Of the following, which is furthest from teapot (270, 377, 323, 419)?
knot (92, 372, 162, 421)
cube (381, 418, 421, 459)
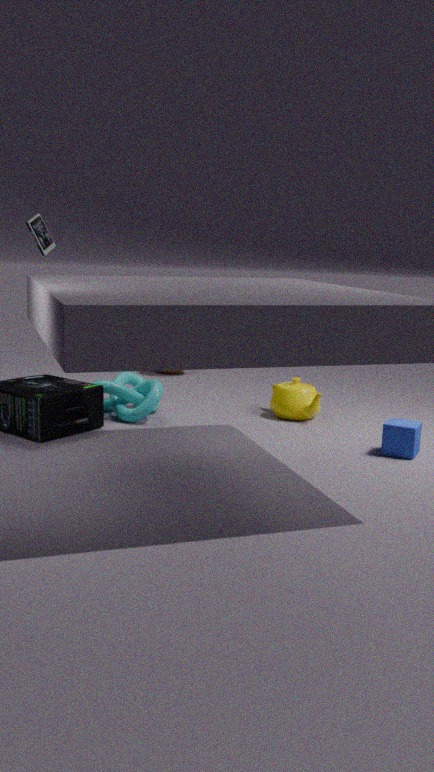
knot (92, 372, 162, 421)
